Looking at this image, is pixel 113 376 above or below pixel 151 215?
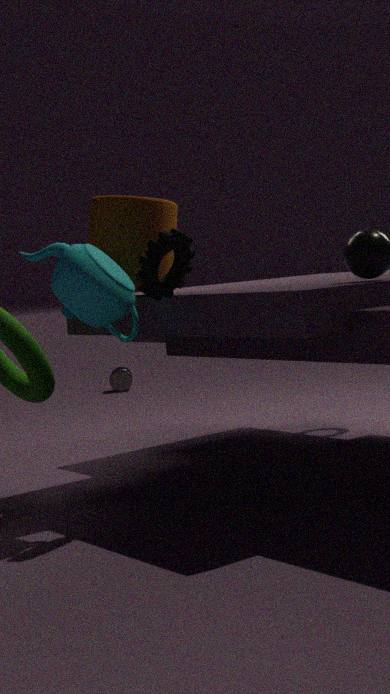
below
